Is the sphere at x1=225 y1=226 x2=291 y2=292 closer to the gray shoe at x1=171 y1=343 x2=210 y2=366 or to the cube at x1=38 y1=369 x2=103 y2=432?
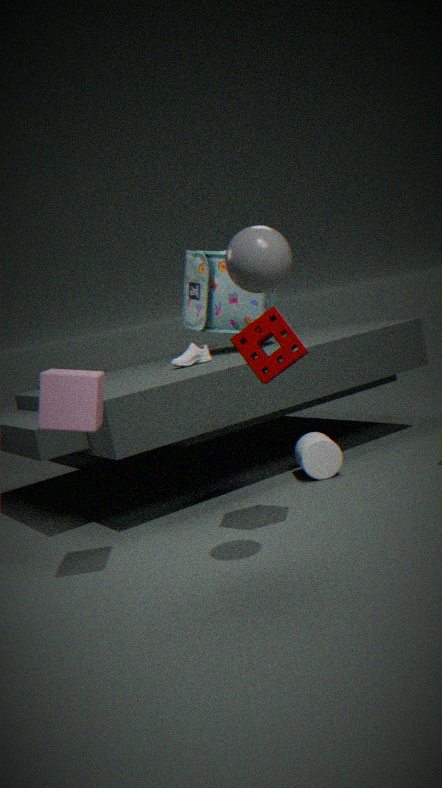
the cube at x1=38 y1=369 x2=103 y2=432
